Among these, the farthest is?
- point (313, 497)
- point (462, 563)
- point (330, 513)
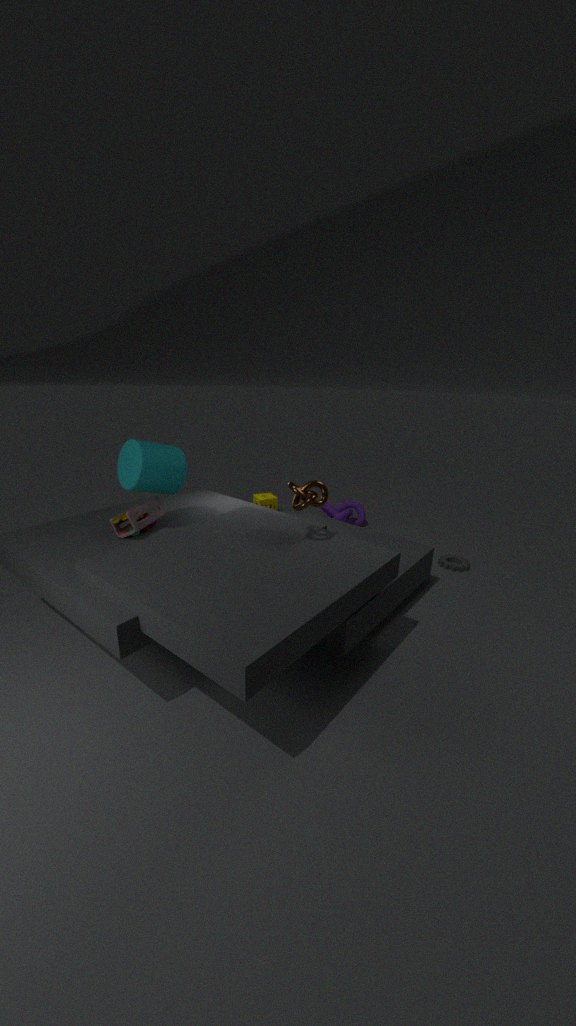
point (330, 513)
